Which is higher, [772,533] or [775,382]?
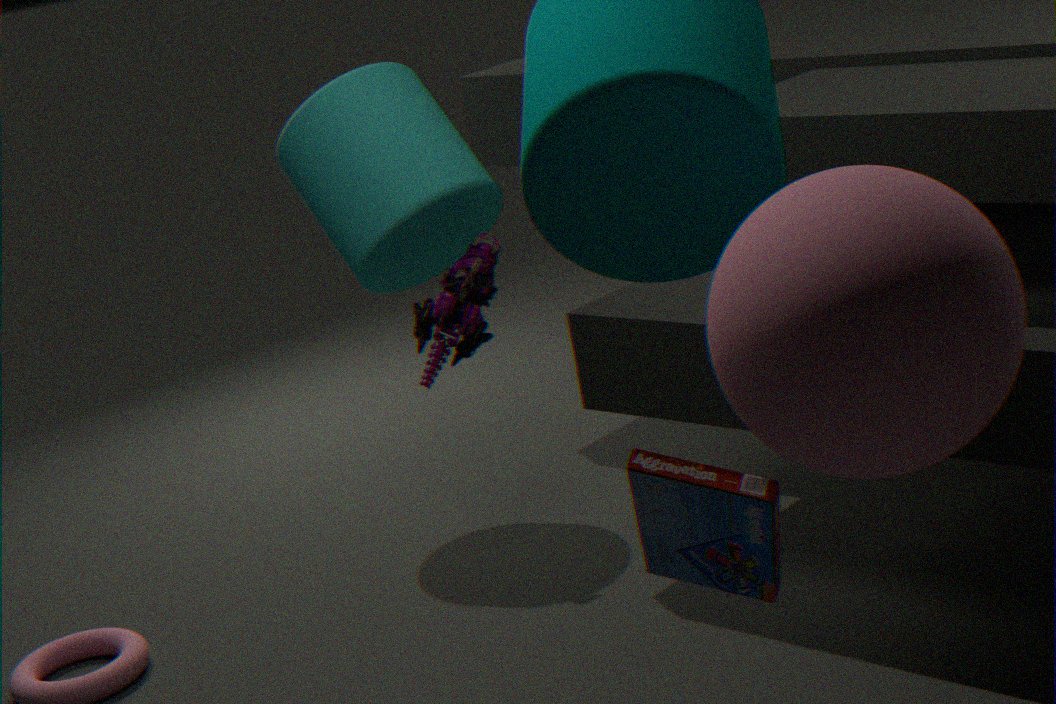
[775,382]
